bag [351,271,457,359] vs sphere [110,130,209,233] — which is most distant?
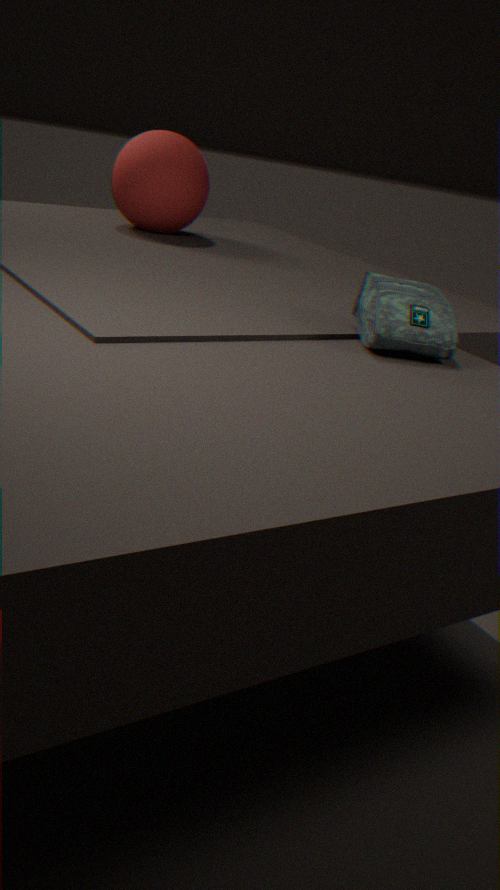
sphere [110,130,209,233]
